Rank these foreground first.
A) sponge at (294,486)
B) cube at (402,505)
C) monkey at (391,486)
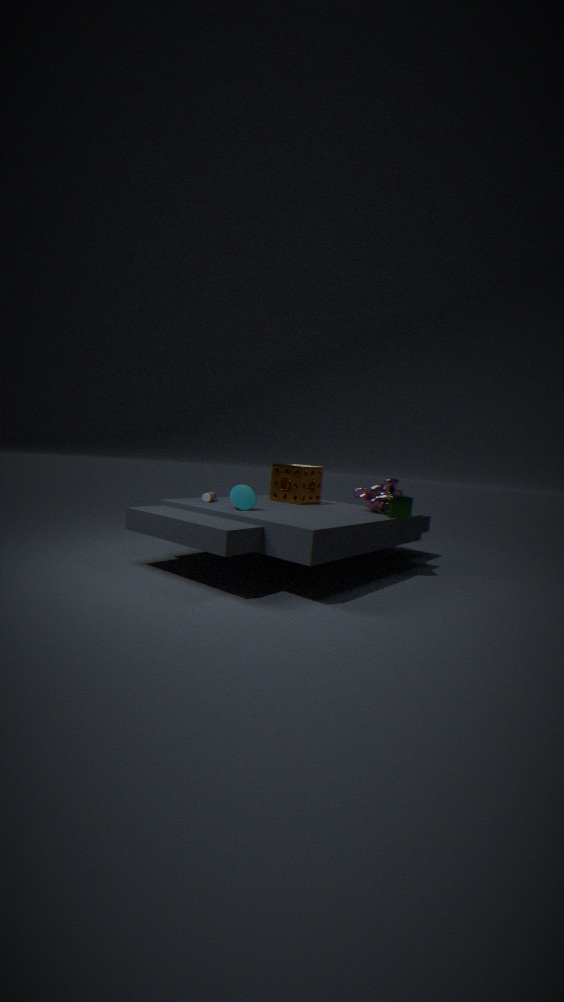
cube at (402,505), monkey at (391,486), sponge at (294,486)
